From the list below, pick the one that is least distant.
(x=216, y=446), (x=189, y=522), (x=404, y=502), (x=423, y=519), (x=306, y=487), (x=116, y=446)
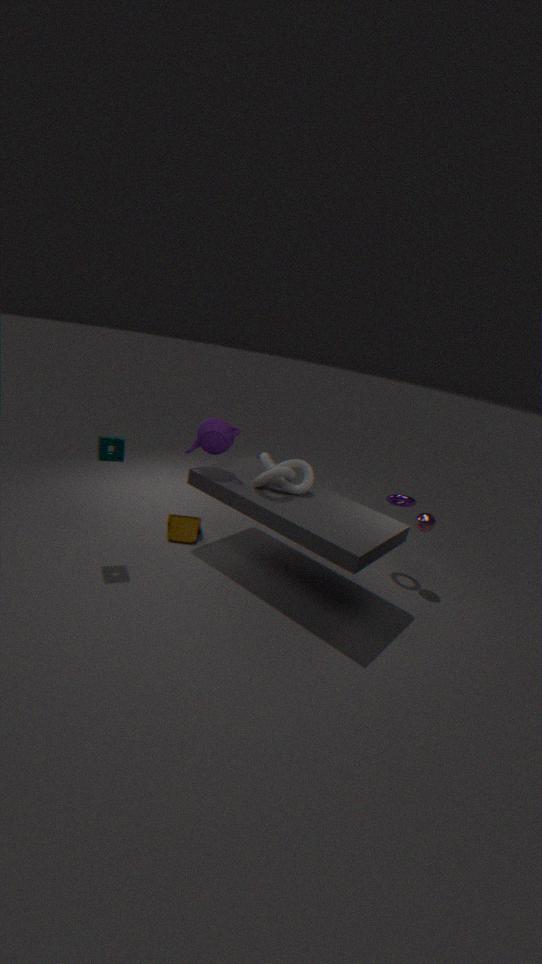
(x=116, y=446)
